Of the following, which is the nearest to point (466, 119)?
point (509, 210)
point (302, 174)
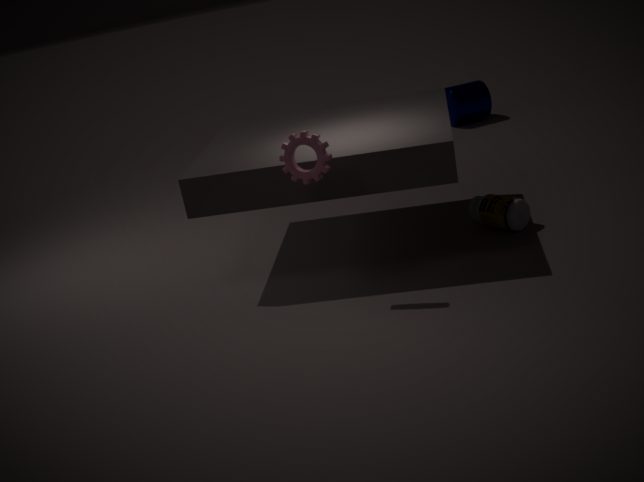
point (509, 210)
